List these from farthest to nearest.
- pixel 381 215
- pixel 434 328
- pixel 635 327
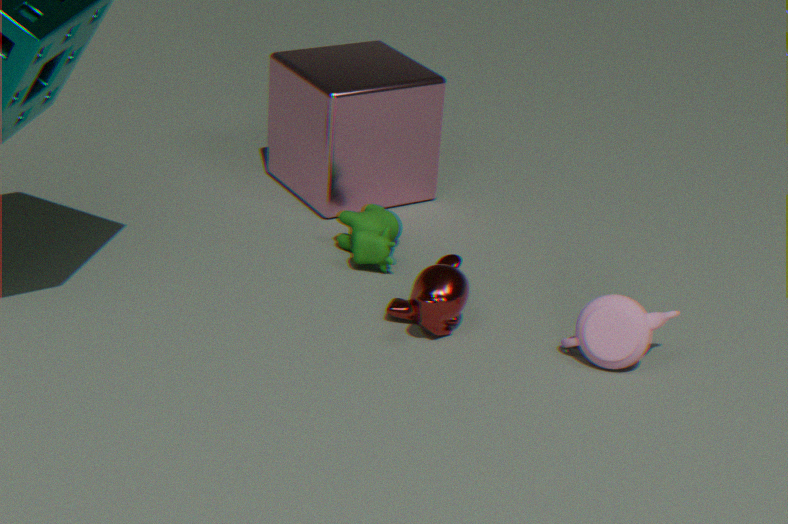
1. pixel 381 215
2. pixel 434 328
3. pixel 635 327
